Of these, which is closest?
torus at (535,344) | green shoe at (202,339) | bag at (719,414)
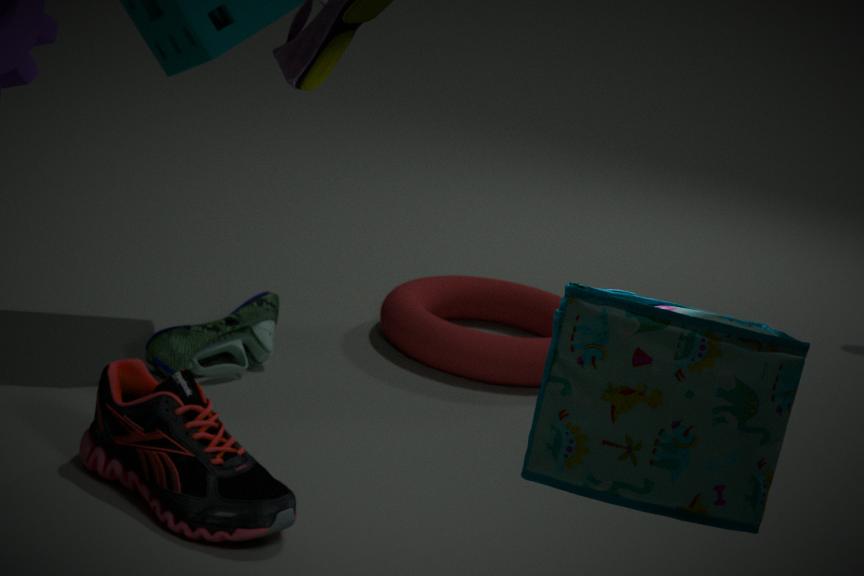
bag at (719,414)
